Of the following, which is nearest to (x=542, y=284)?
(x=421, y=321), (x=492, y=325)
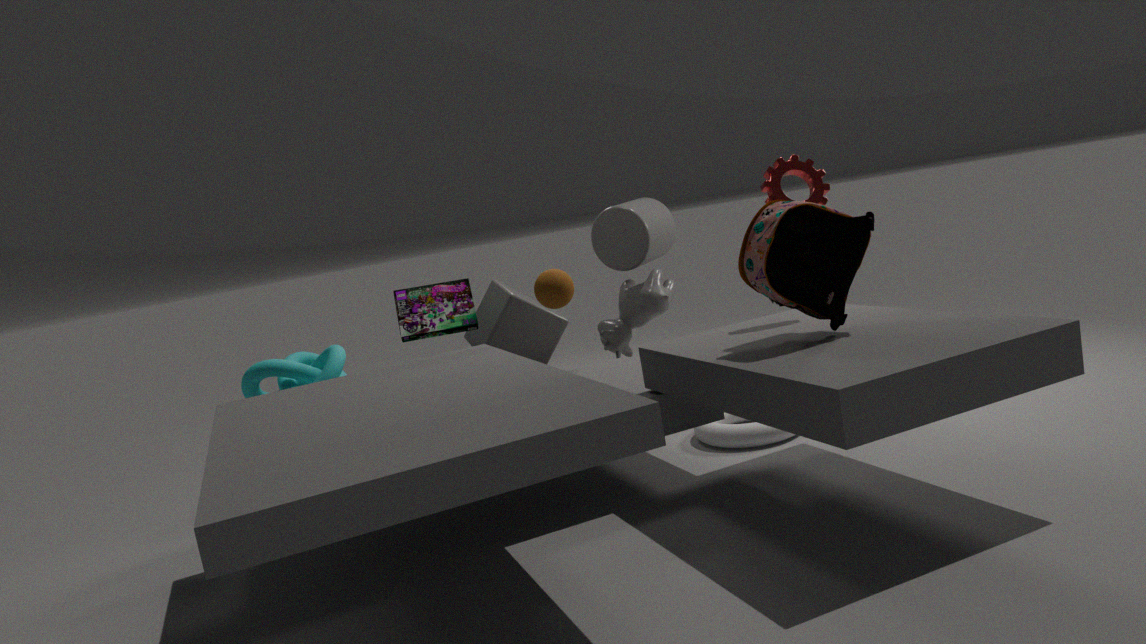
(x=492, y=325)
